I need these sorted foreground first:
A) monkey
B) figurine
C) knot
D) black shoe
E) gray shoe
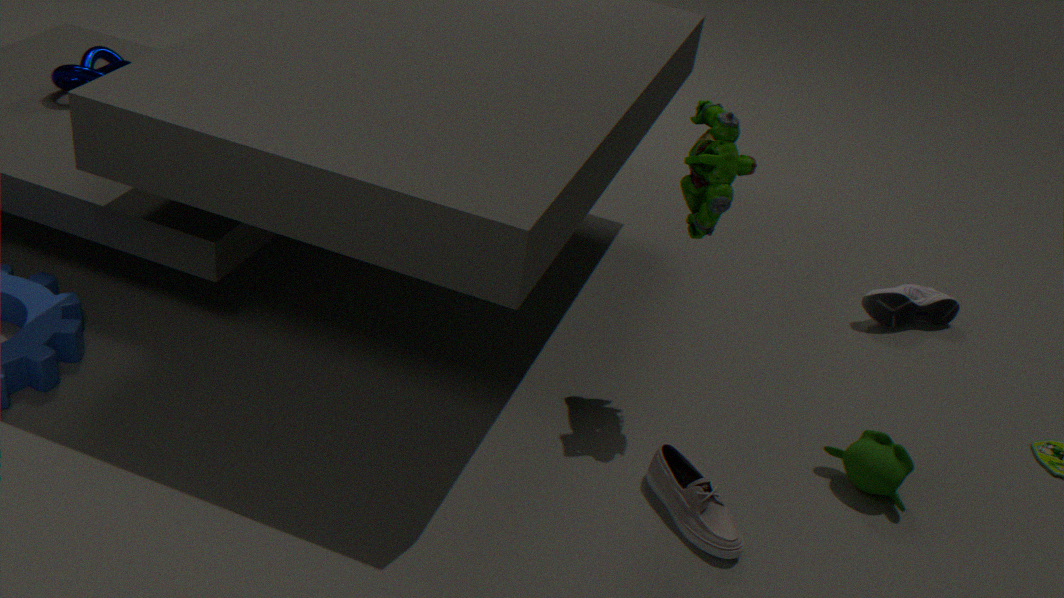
1. gray shoe
2. figurine
3. monkey
4. knot
5. black shoe
